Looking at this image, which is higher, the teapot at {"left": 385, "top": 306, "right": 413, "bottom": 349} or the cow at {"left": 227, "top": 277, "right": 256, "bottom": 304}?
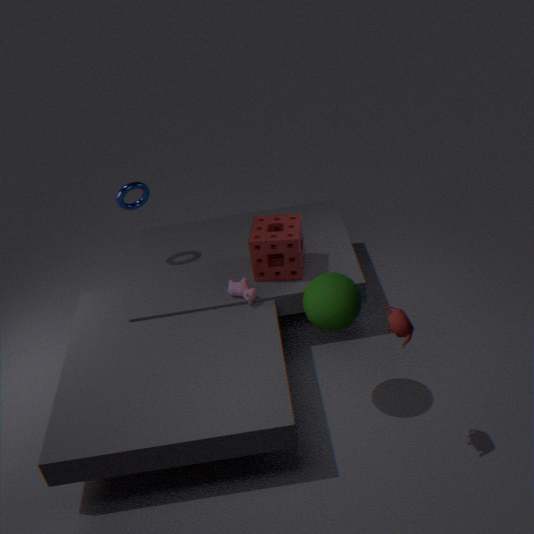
the teapot at {"left": 385, "top": 306, "right": 413, "bottom": 349}
